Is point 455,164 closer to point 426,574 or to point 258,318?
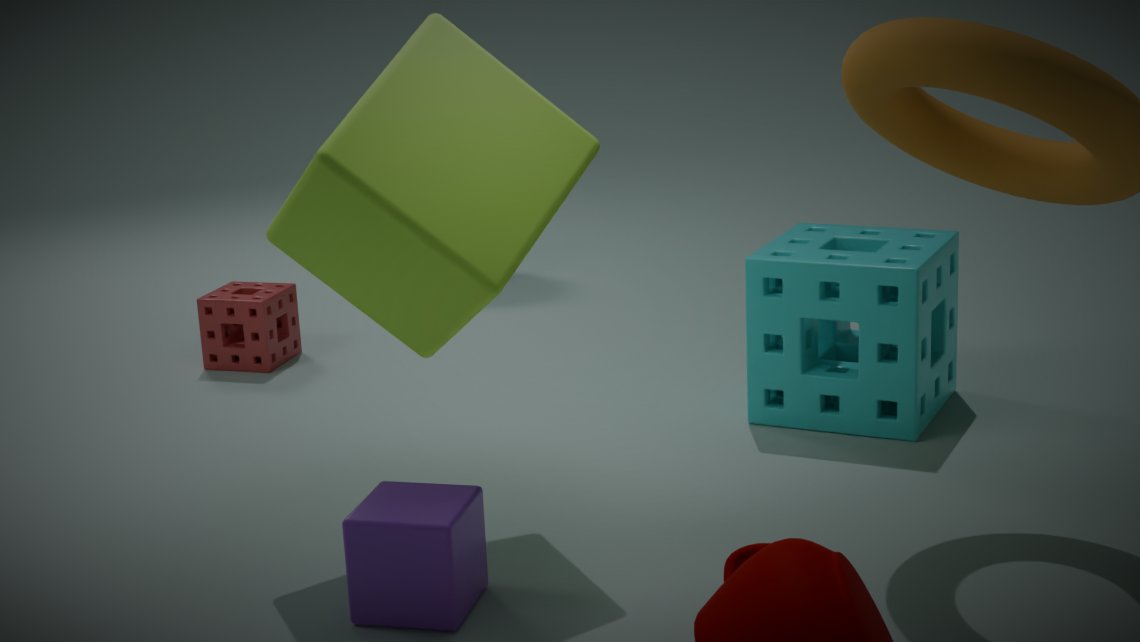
point 426,574
